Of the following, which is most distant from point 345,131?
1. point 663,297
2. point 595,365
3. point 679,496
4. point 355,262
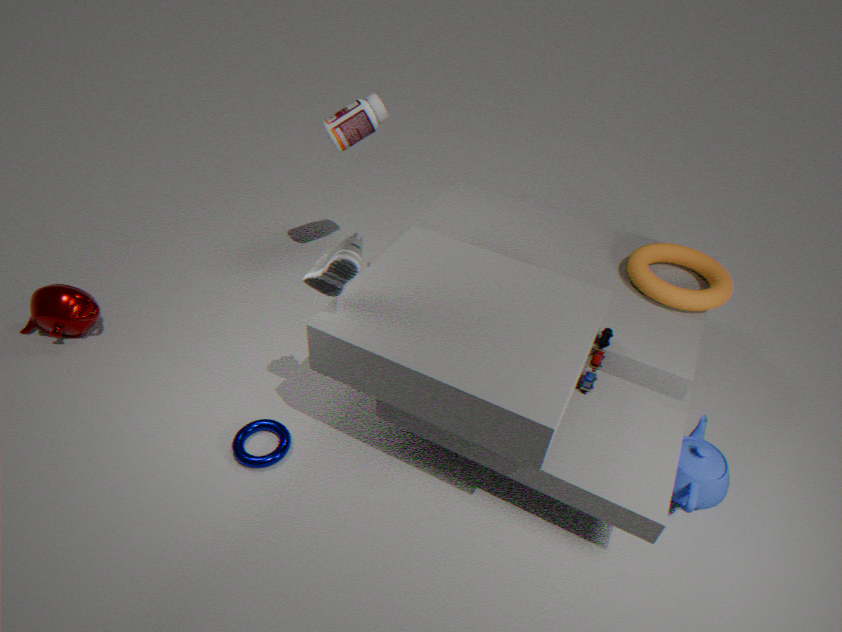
point 679,496
